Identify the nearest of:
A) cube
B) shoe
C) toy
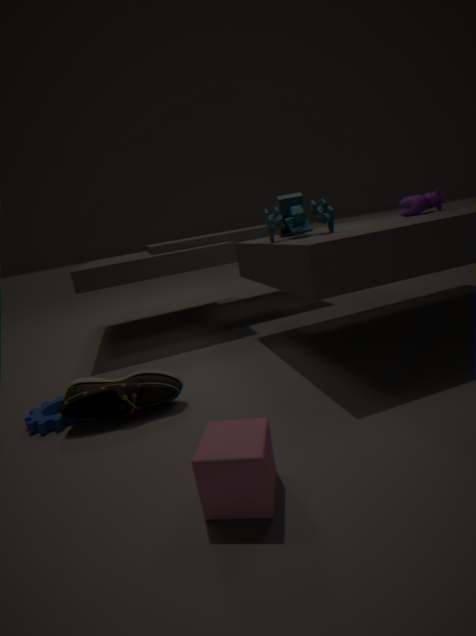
cube
